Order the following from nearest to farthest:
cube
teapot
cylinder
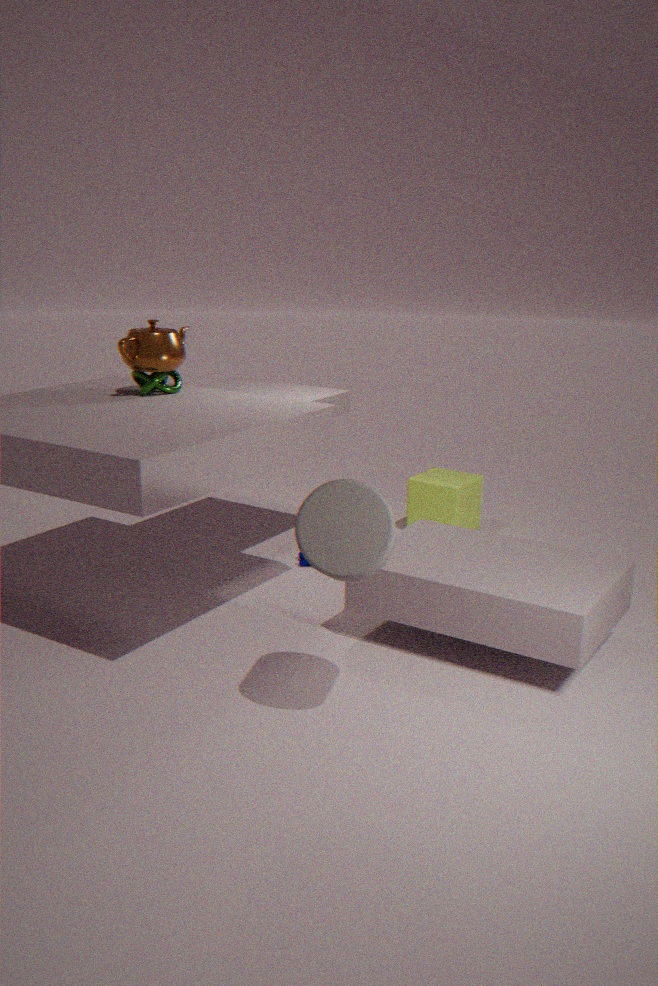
1. cylinder
2. teapot
3. cube
